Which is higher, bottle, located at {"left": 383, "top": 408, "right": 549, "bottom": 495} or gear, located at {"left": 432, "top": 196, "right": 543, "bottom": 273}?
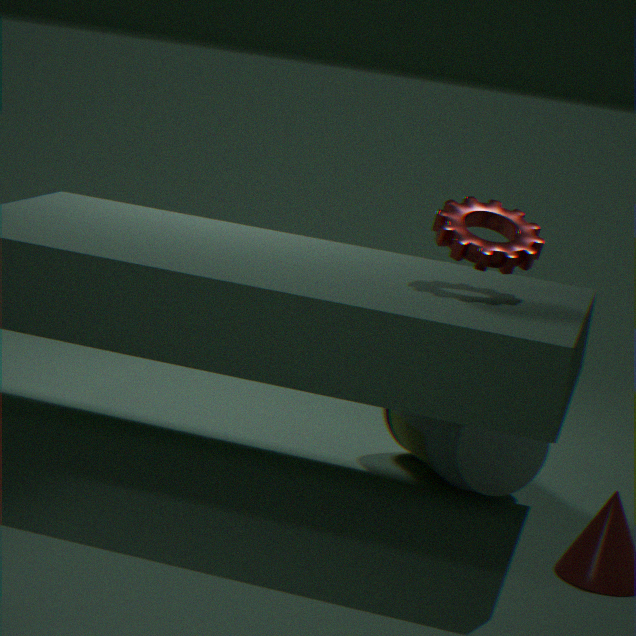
gear, located at {"left": 432, "top": 196, "right": 543, "bottom": 273}
